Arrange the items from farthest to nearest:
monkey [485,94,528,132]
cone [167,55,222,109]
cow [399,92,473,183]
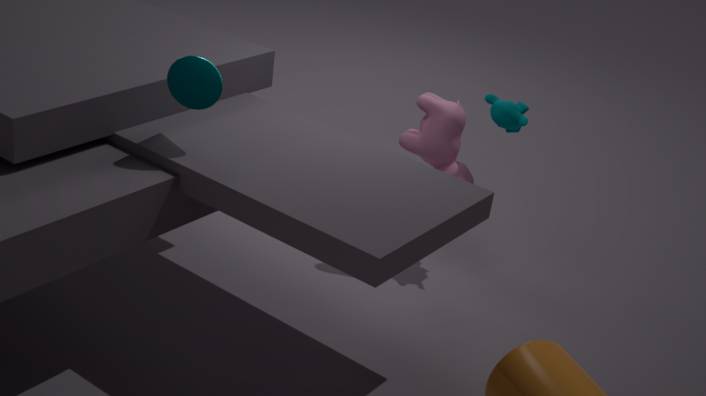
cow [399,92,473,183] → monkey [485,94,528,132] → cone [167,55,222,109]
